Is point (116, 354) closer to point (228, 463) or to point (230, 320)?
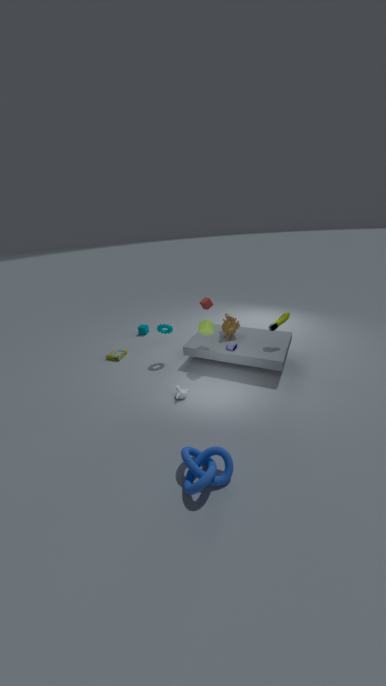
point (230, 320)
